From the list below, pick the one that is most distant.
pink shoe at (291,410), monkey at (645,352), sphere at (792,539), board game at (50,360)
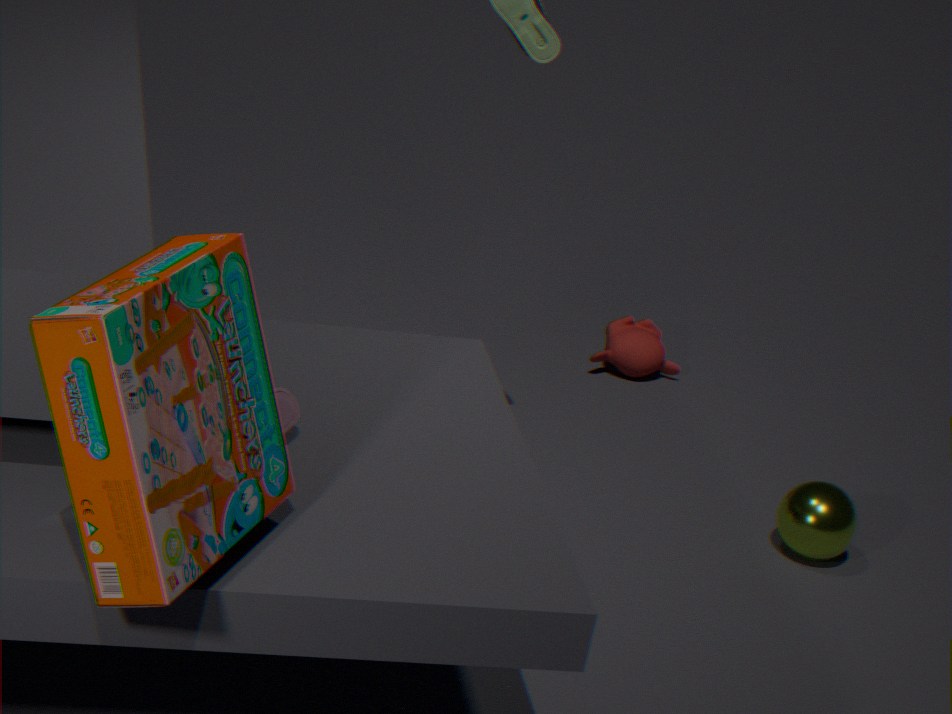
monkey at (645,352)
